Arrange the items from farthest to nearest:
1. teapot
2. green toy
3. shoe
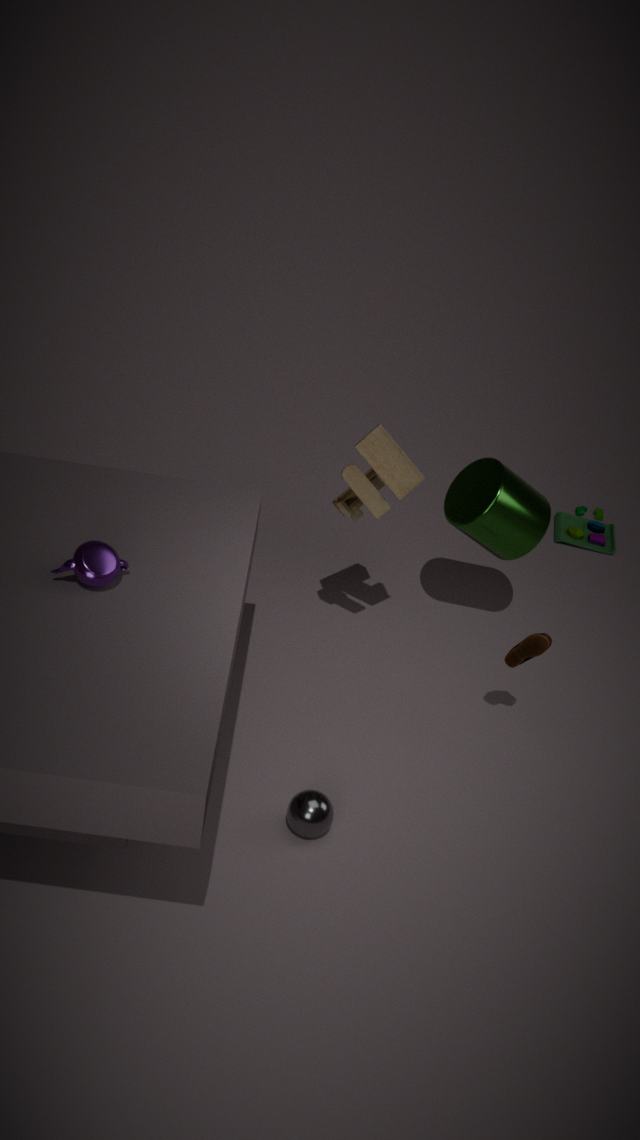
green toy < shoe < teapot
